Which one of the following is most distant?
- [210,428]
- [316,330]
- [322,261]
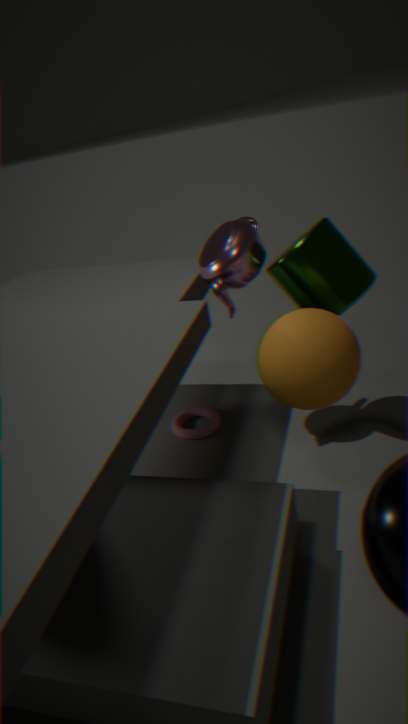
[210,428]
